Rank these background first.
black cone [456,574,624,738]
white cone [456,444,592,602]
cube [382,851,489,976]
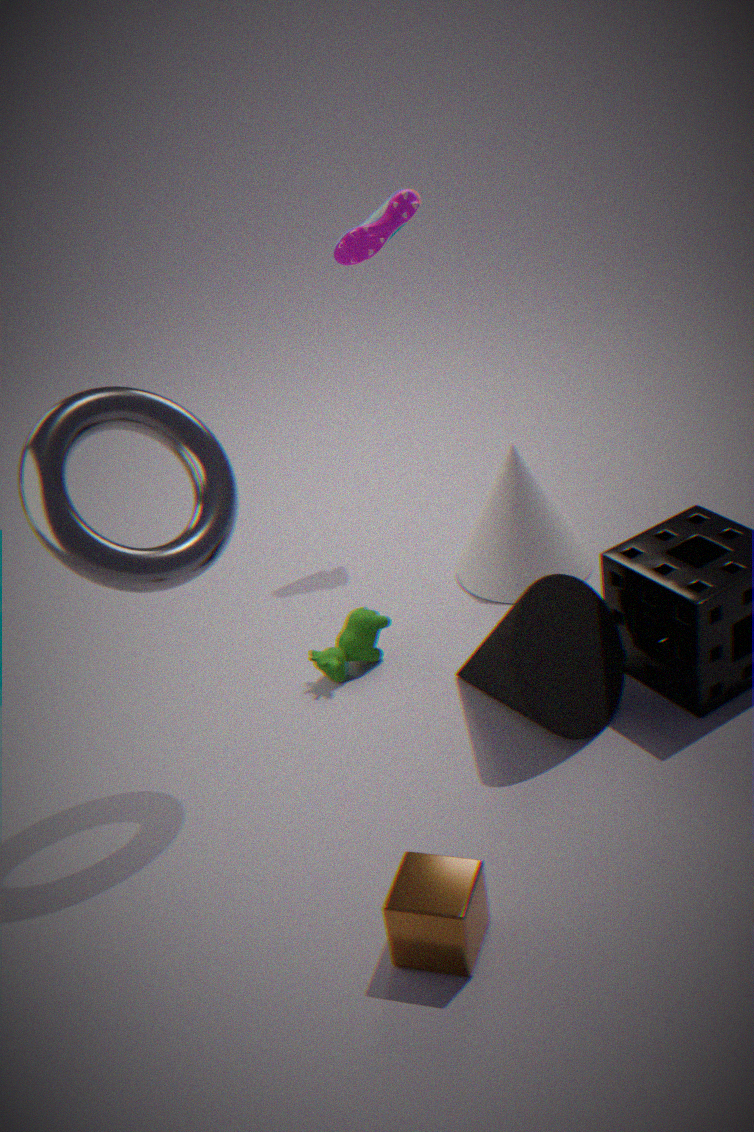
1. white cone [456,444,592,602]
2. black cone [456,574,624,738]
3. cube [382,851,489,976]
